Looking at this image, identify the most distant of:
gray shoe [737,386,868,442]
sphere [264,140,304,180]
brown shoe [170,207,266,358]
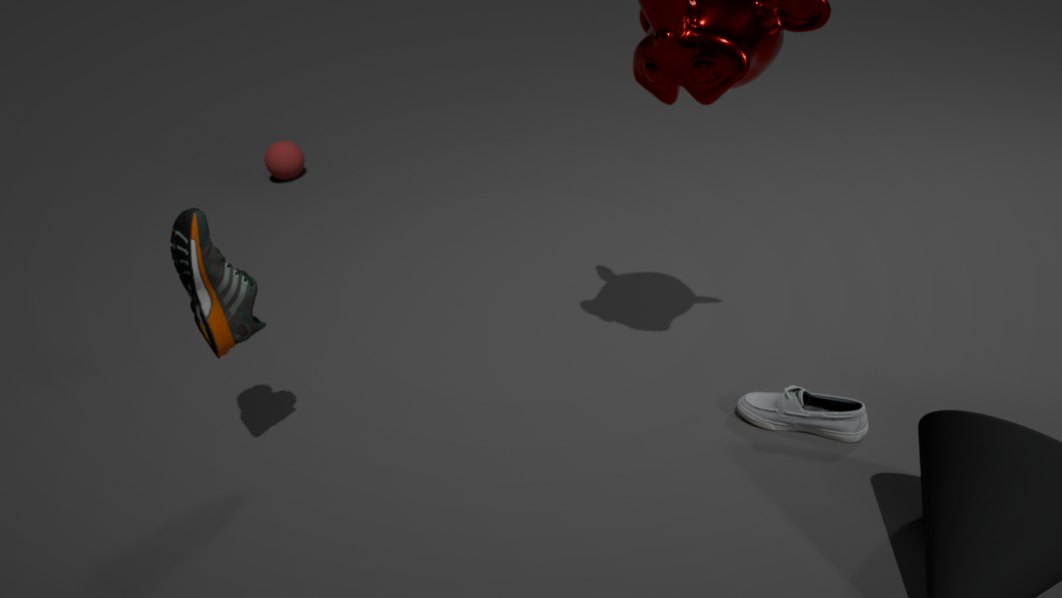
sphere [264,140,304,180]
